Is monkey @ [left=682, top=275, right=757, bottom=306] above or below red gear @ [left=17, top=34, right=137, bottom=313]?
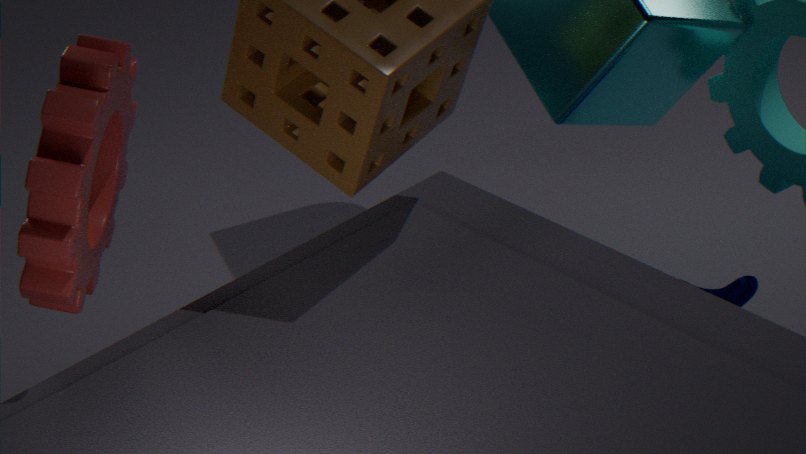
below
